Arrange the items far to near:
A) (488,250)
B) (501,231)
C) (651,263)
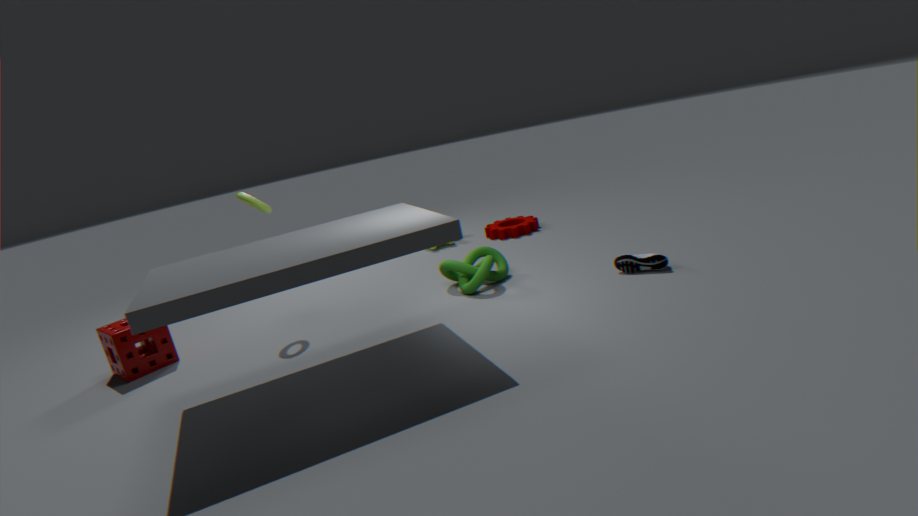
(501,231)
(488,250)
(651,263)
